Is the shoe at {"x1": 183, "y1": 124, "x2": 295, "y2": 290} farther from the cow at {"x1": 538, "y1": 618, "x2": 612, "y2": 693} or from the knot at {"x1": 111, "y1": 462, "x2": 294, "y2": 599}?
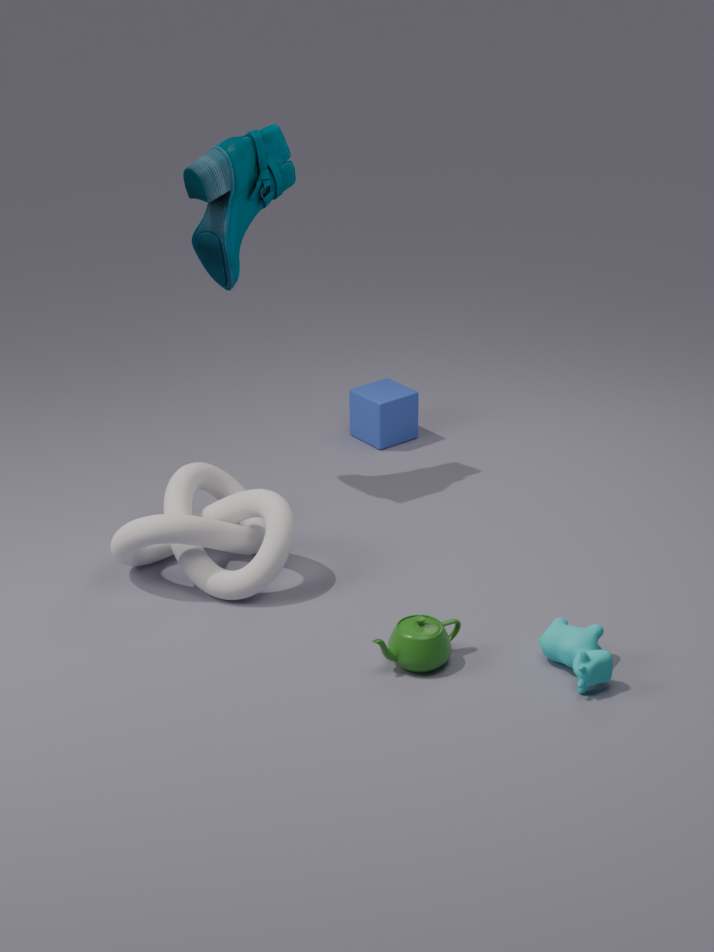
the cow at {"x1": 538, "y1": 618, "x2": 612, "y2": 693}
